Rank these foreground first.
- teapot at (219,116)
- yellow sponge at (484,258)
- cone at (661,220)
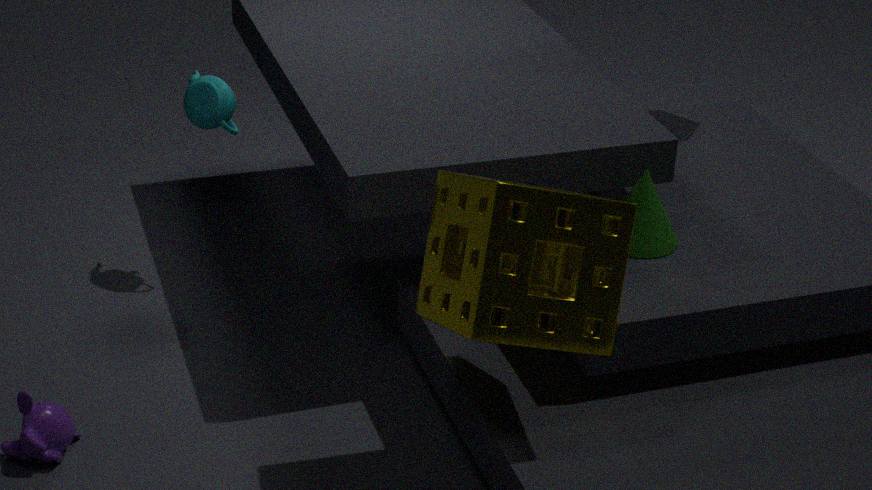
1. yellow sponge at (484,258)
2. cone at (661,220)
3. teapot at (219,116)
